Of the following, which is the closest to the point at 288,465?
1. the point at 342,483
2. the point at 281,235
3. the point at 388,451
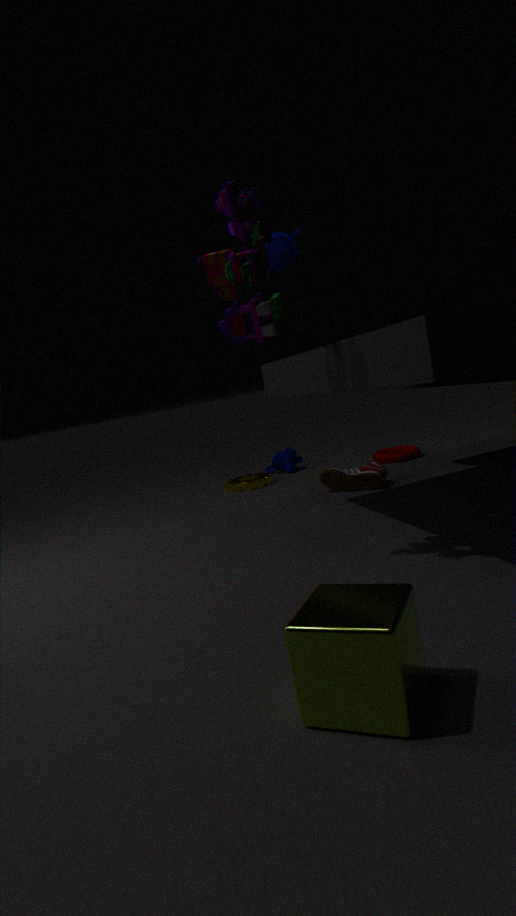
the point at 388,451
